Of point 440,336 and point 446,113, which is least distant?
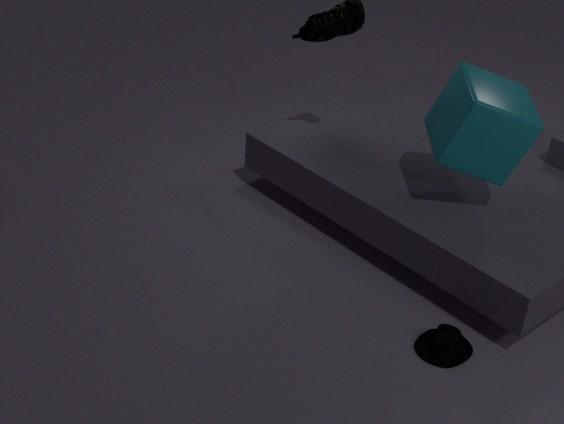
point 440,336
